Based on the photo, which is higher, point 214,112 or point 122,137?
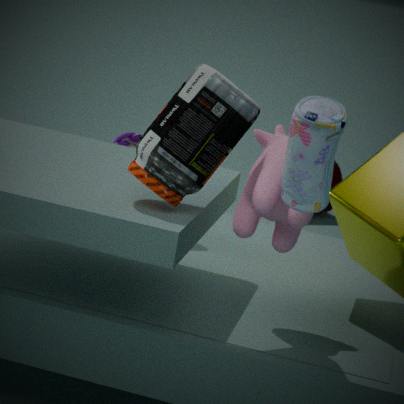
point 214,112
